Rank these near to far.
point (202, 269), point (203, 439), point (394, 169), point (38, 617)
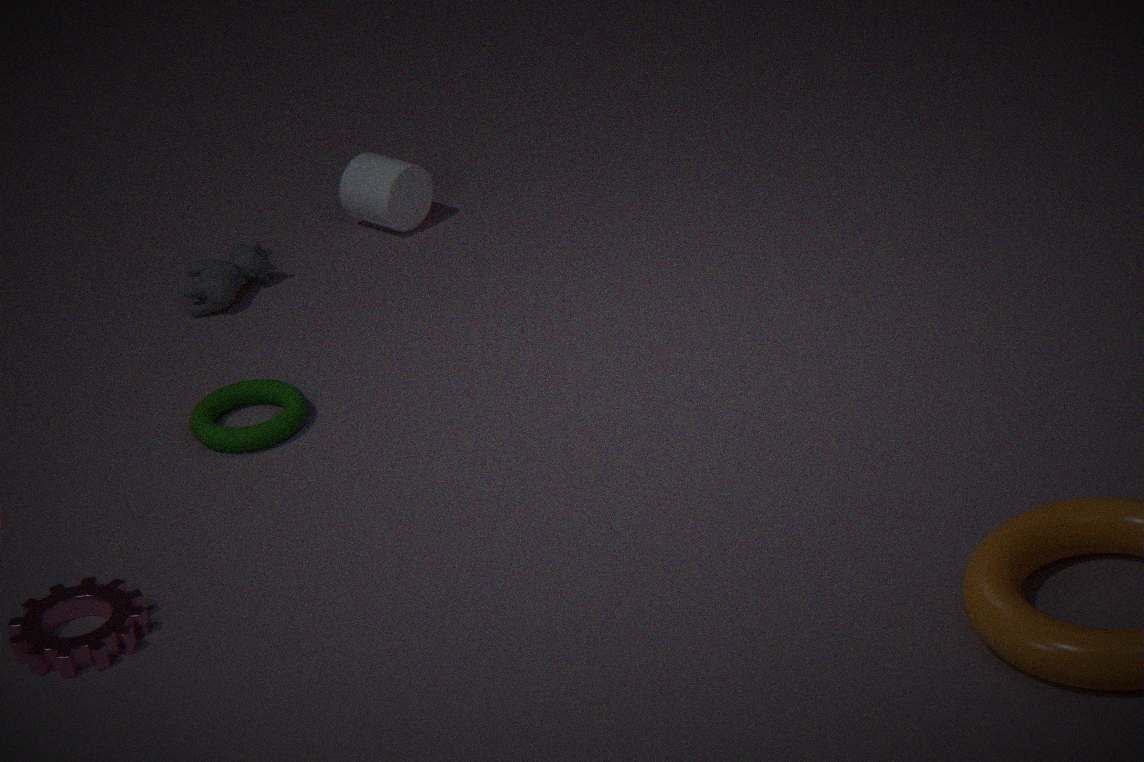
1. point (38, 617)
2. point (203, 439)
3. point (202, 269)
4. point (394, 169)
